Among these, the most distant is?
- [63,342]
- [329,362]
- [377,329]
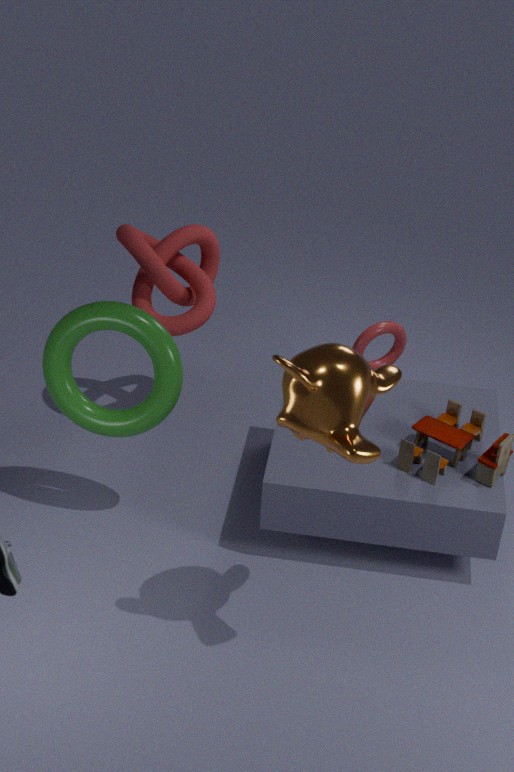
[377,329]
